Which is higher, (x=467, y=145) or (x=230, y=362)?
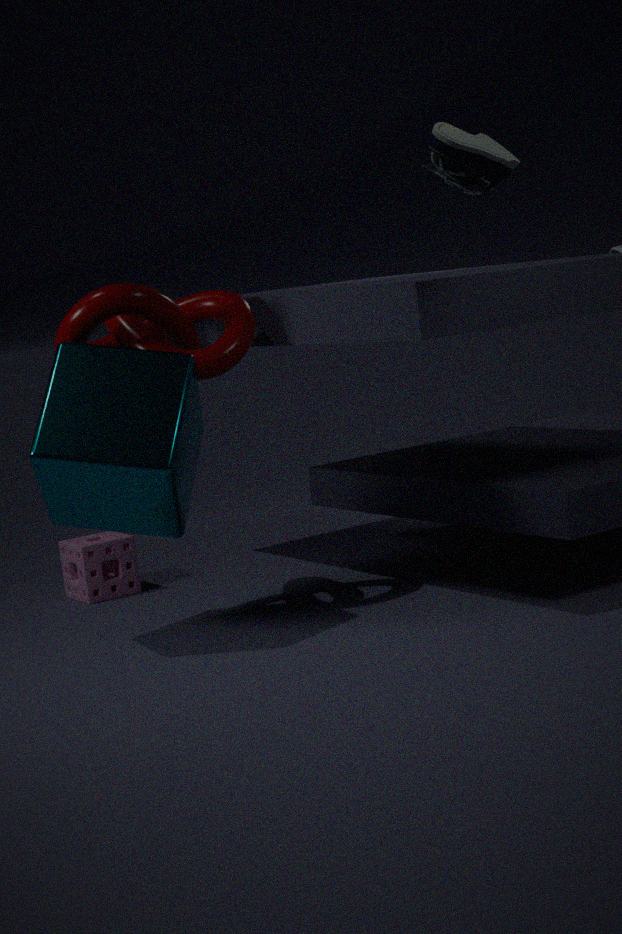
(x=467, y=145)
